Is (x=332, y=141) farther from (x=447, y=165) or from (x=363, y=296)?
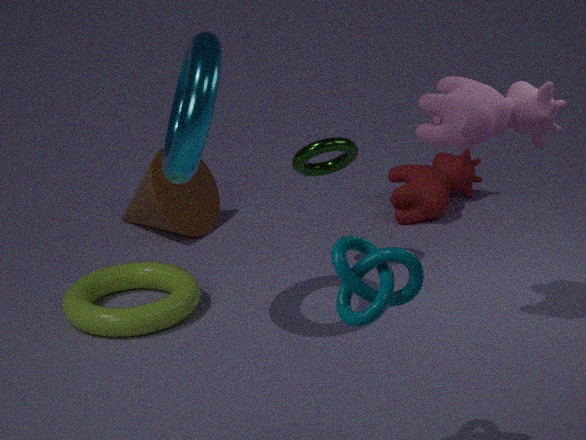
(x=363, y=296)
